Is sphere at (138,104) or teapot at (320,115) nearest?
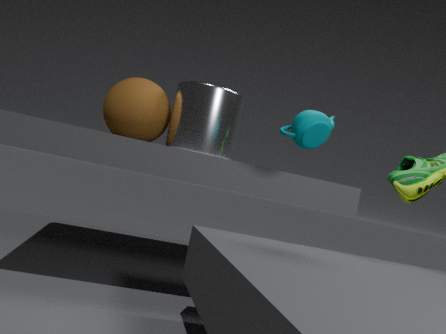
teapot at (320,115)
